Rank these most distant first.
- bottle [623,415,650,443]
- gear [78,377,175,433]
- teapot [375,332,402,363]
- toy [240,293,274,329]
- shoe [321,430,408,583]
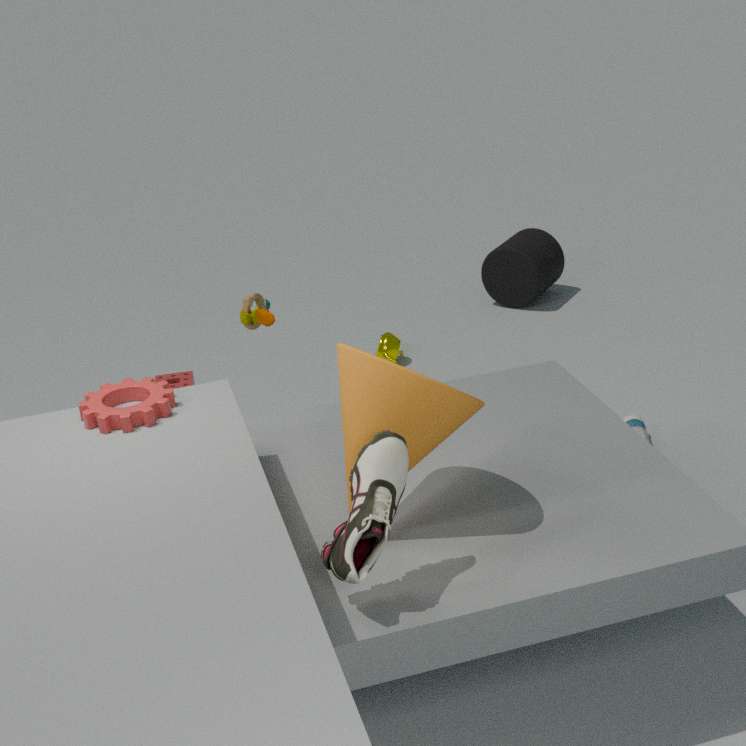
teapot [375,332,402,363], bottle [623,415,650,443], toy [240,293,274,329], gear [78,377,175,433], shoe [321,430,408,583]
